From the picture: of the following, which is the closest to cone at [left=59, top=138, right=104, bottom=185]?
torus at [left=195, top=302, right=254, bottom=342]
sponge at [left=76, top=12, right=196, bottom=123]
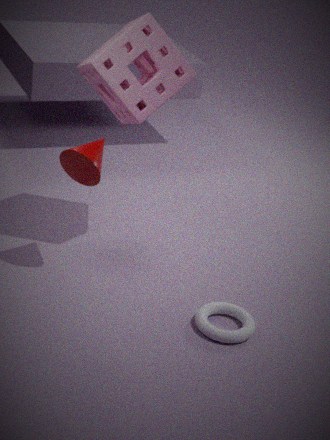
sponge at [left=76, top=12, right=196, bottom=123]
